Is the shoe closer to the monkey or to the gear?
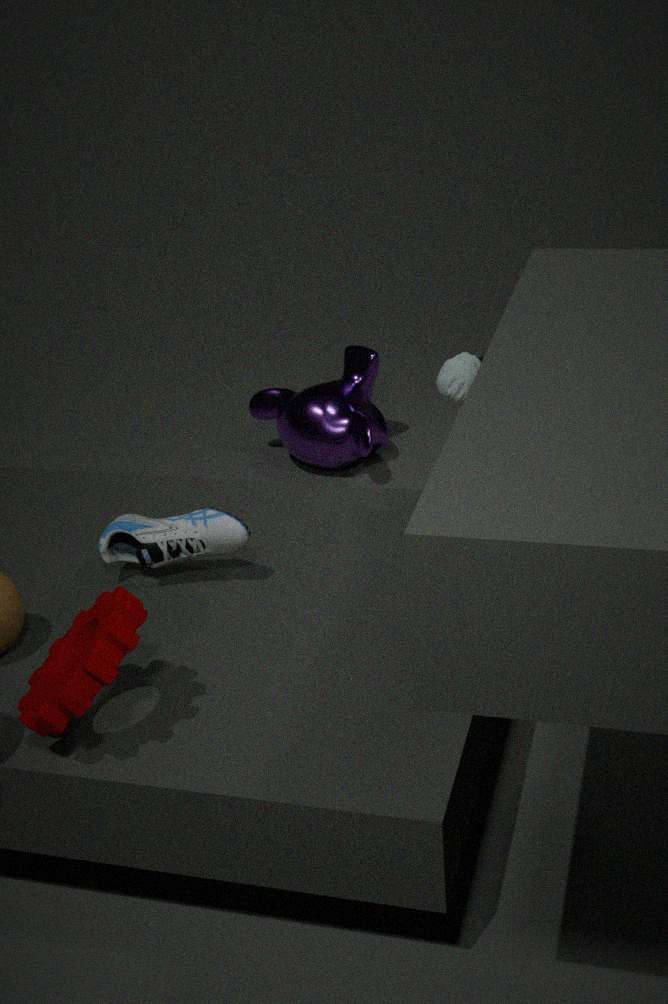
the gear
